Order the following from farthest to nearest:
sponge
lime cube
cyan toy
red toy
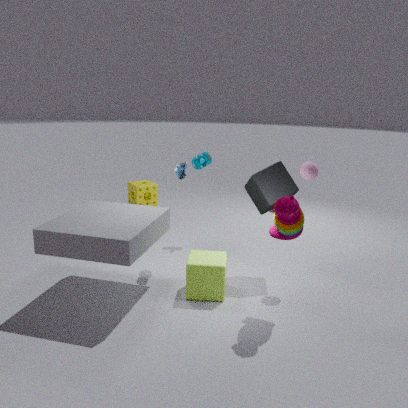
sponge
cyan toy
lime cube
red toy
